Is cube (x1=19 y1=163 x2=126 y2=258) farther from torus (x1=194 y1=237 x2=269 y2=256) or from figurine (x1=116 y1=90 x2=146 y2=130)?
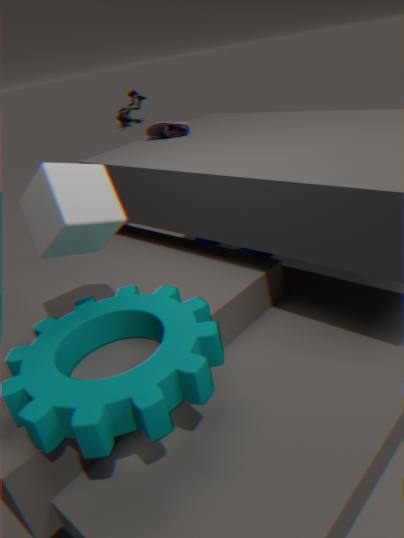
figurine (x1=116 y1=90 x2=146 y2=130)
